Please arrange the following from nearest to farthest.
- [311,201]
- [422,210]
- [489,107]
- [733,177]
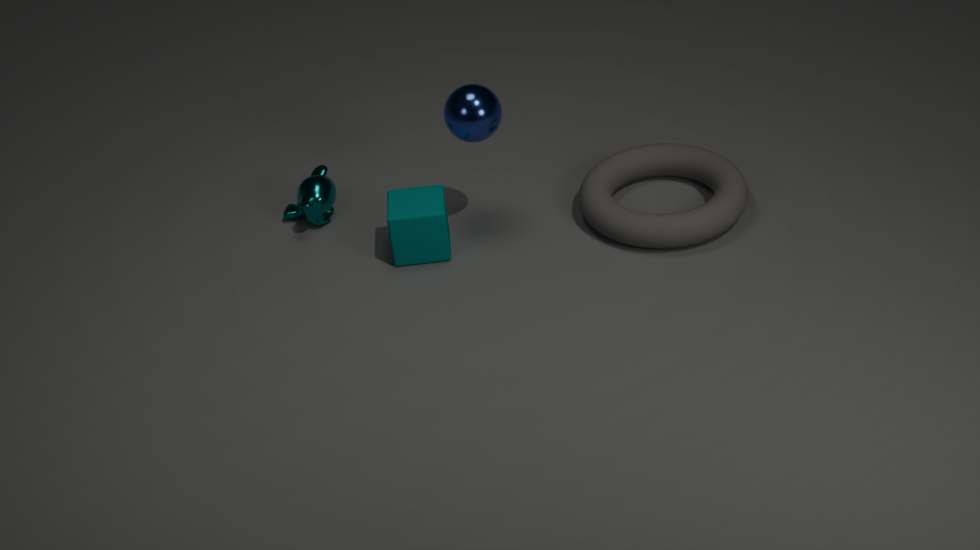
[489,107] → [422,210] → [733,177] → [311,201]
